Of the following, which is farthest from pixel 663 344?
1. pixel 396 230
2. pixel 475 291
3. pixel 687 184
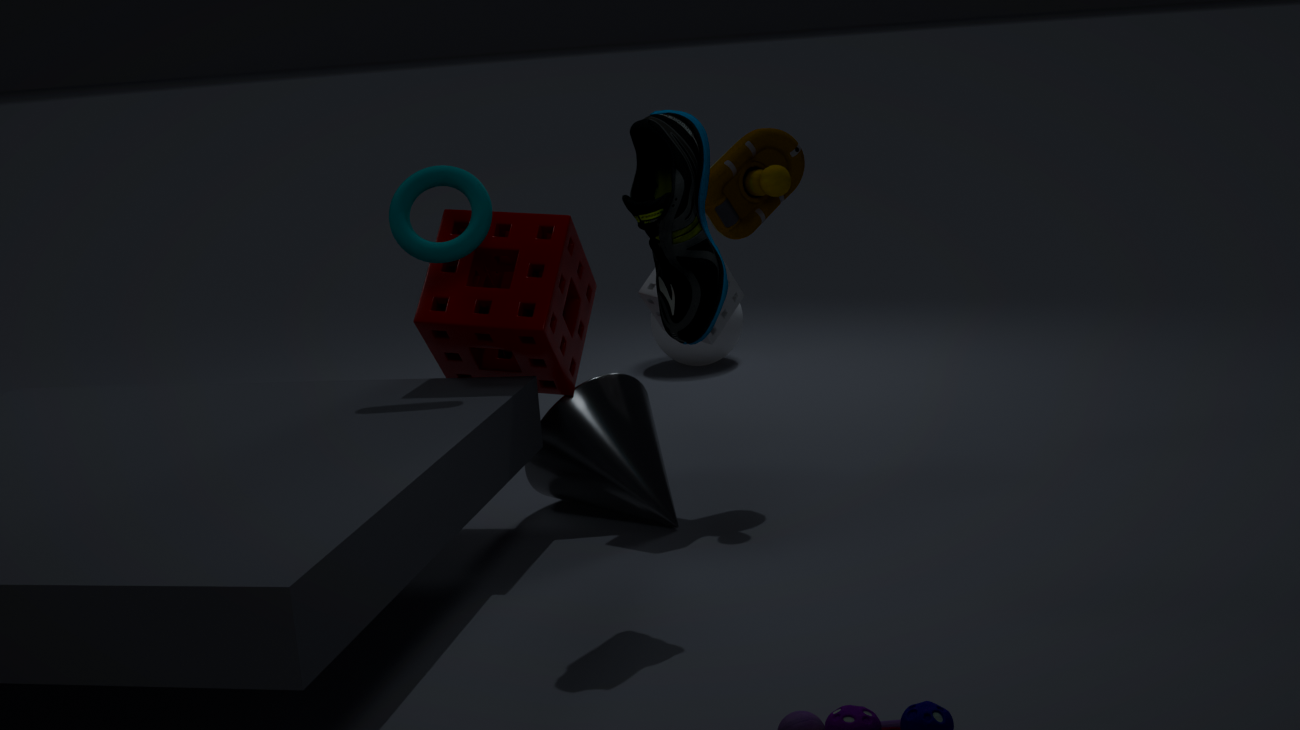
pixel 687 184
